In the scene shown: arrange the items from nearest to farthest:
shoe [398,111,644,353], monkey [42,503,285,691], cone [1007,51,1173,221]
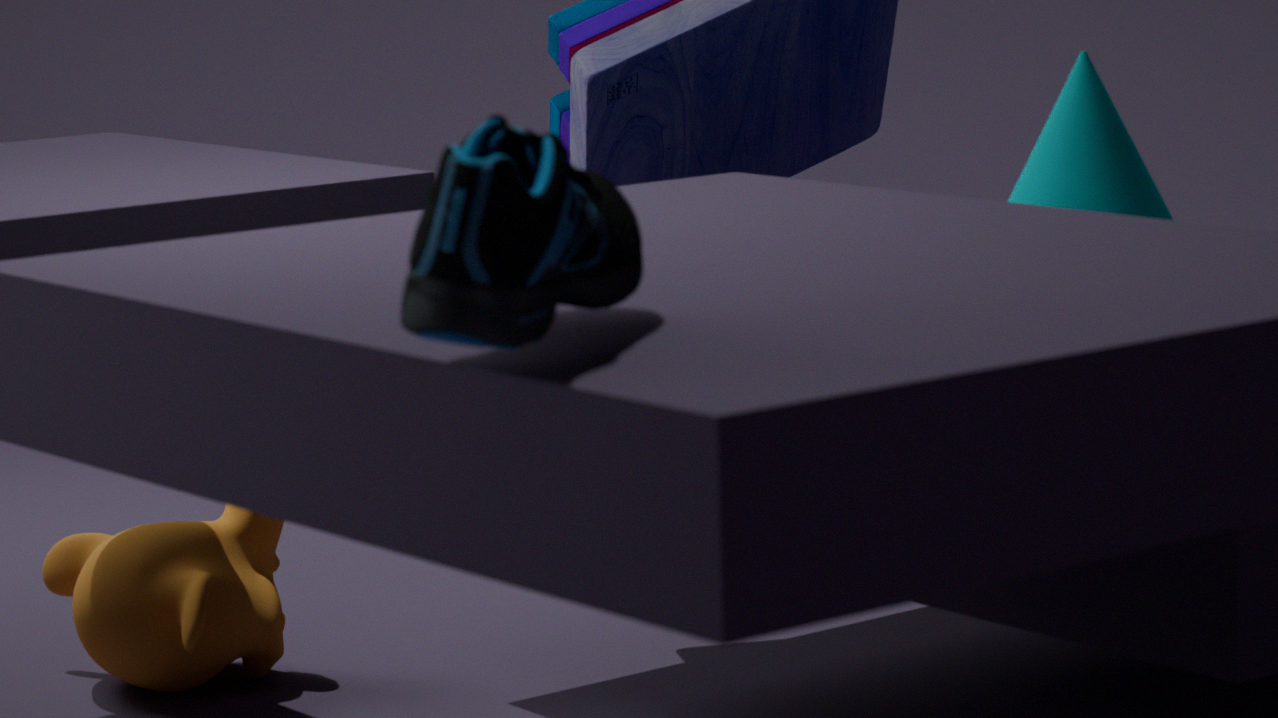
shoe [398,111,644,353]
cone [1007,51,1173,221]
monkey [42,503,285,691]
